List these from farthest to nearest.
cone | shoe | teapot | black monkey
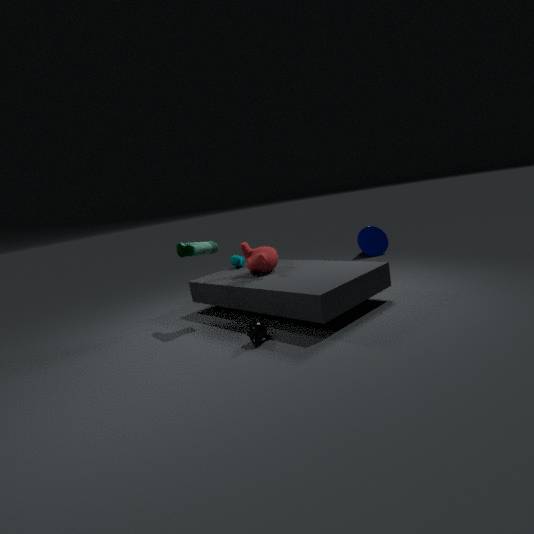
cone → teapot → shoe → black monkey
